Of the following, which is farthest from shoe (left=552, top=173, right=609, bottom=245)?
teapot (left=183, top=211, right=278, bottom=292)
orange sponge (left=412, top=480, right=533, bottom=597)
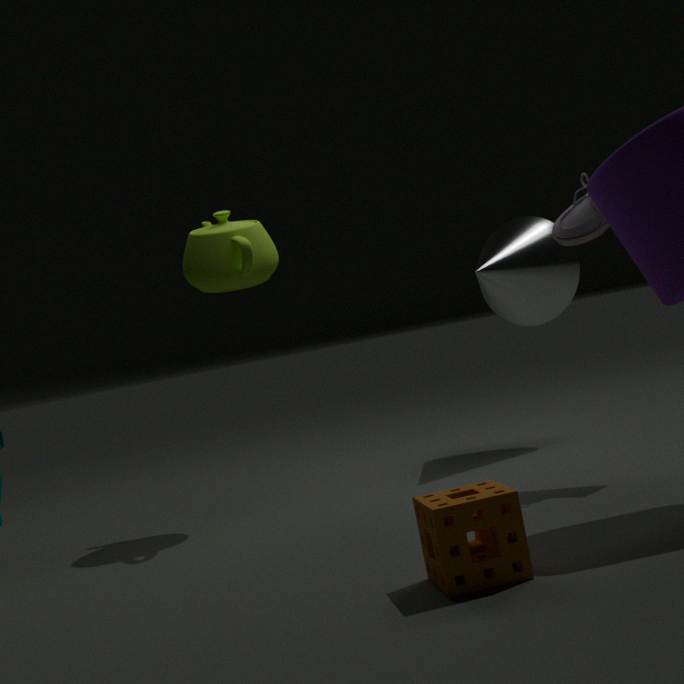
orange sponge (left=412, top=480, right=533, bottom=597)
